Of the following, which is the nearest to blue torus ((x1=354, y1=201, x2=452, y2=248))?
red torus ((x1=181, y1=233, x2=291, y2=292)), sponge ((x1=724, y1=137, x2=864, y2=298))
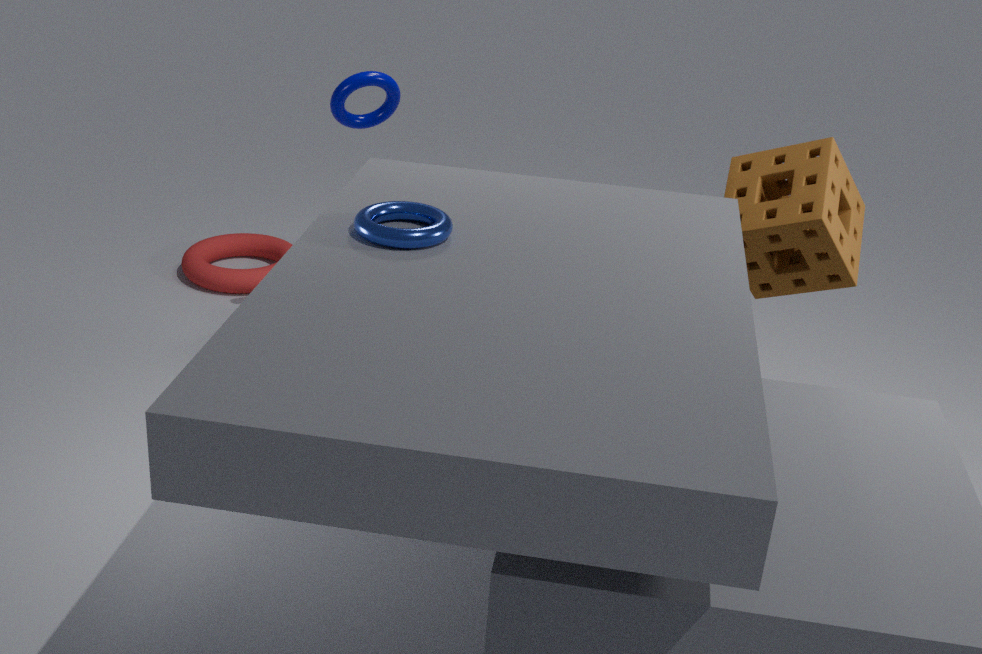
sponge ((x1=724, y1=137, x2=864, y2=298))
